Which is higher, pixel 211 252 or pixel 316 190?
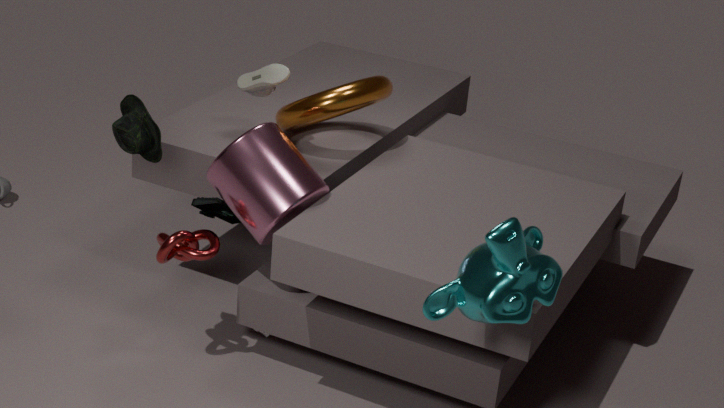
pixel 316 190
